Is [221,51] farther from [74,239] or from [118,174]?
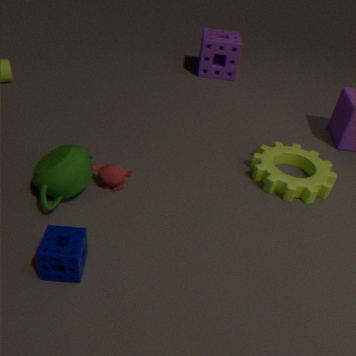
[74,239]
